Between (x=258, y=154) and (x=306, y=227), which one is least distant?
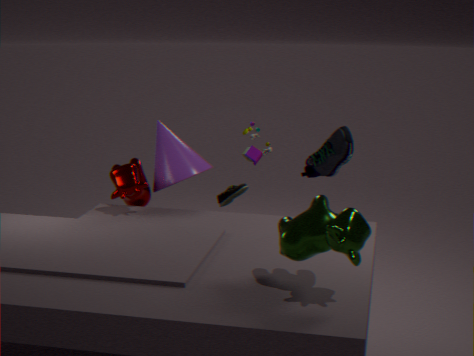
(x=306, y=227)
